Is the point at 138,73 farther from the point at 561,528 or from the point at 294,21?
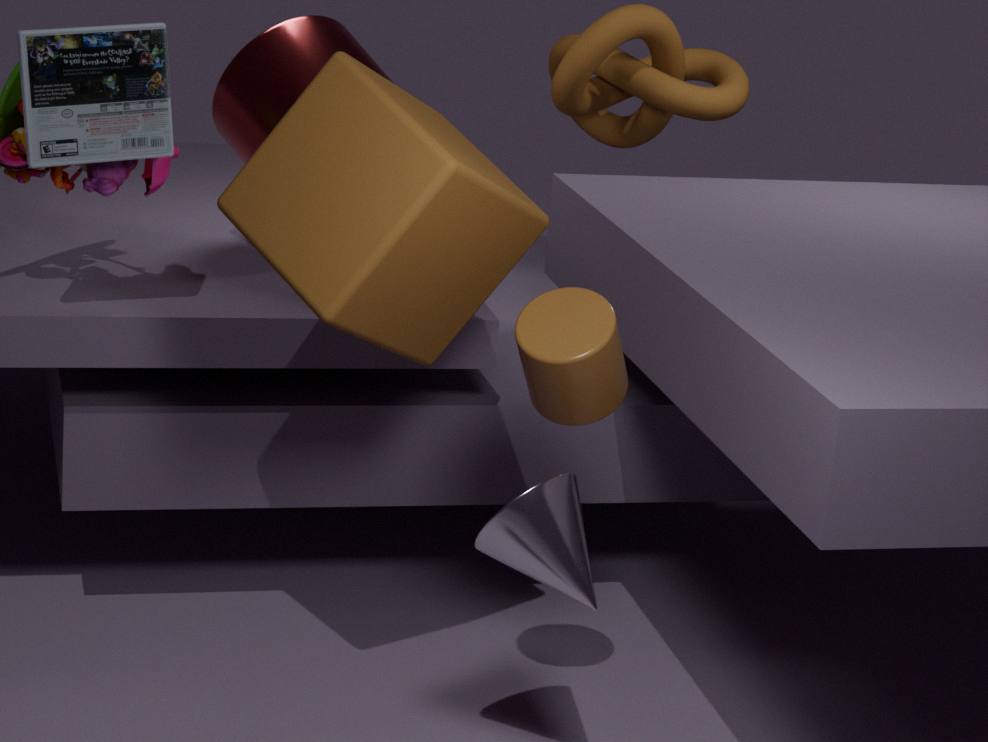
the point at 561,528
